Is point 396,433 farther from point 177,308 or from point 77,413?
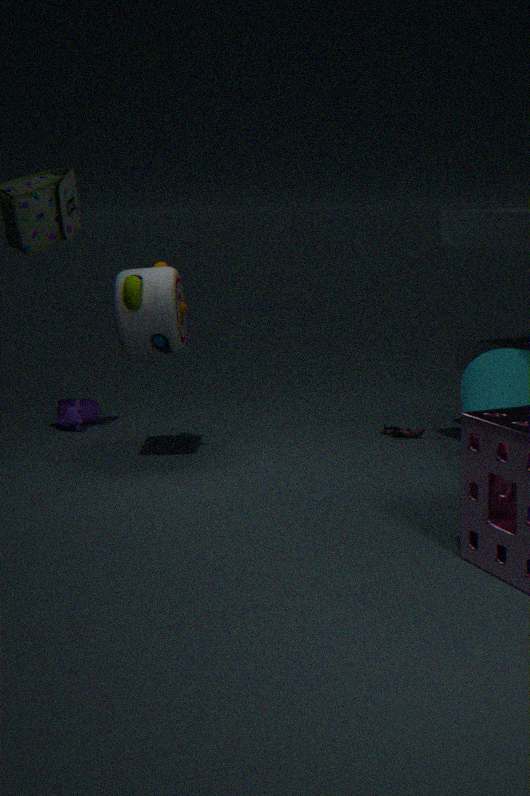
point 77,413
